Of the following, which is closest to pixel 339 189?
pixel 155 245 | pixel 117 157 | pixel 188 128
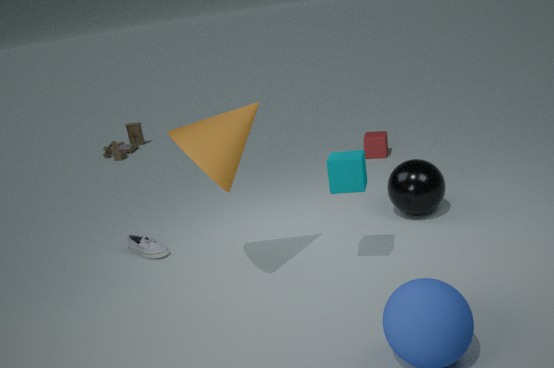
pixel 188 128
